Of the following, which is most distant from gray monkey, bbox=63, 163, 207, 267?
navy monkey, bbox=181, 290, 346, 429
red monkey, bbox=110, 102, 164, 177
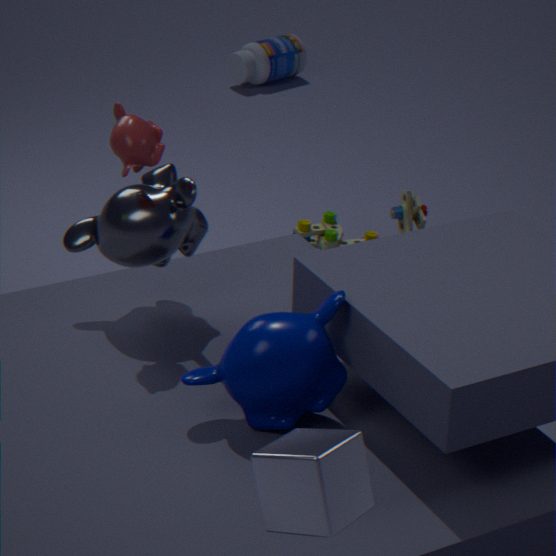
navy monkey, bbox=181, 290, 346, 429
